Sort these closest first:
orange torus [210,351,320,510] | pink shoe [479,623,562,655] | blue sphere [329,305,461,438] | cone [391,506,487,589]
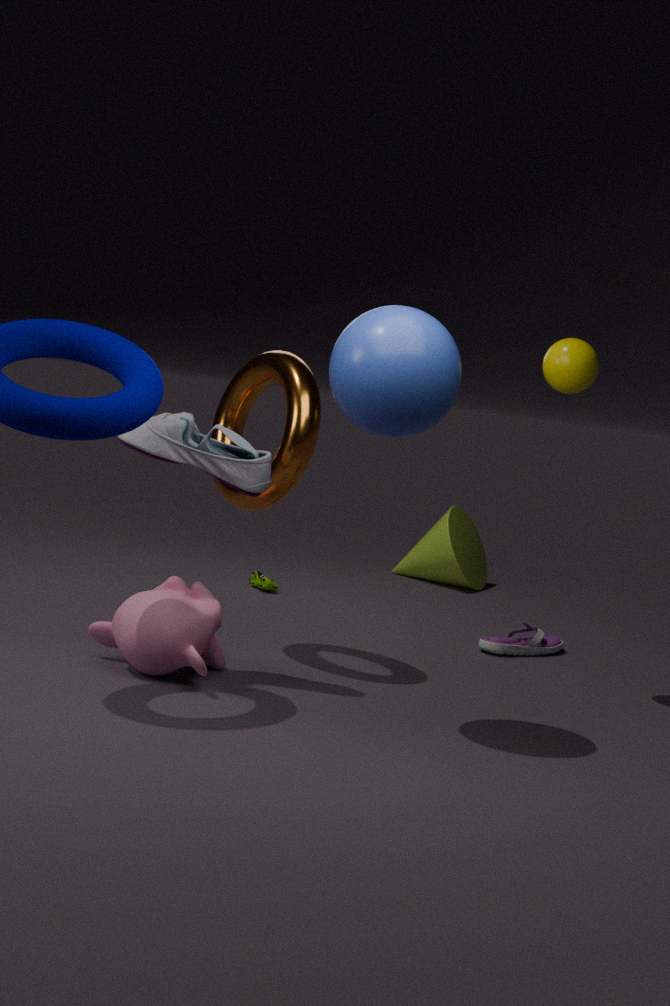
blue sphere [329,305,461,438] < orange torus [210,351,320,510] < pink shoe [479,623,562,655] < cone [391,506,487,589]
